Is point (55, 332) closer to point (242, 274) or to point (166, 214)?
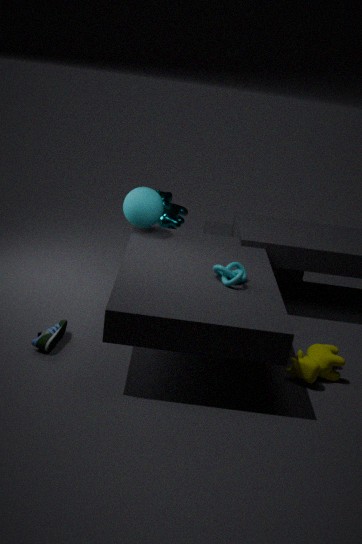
point (242, 274)
